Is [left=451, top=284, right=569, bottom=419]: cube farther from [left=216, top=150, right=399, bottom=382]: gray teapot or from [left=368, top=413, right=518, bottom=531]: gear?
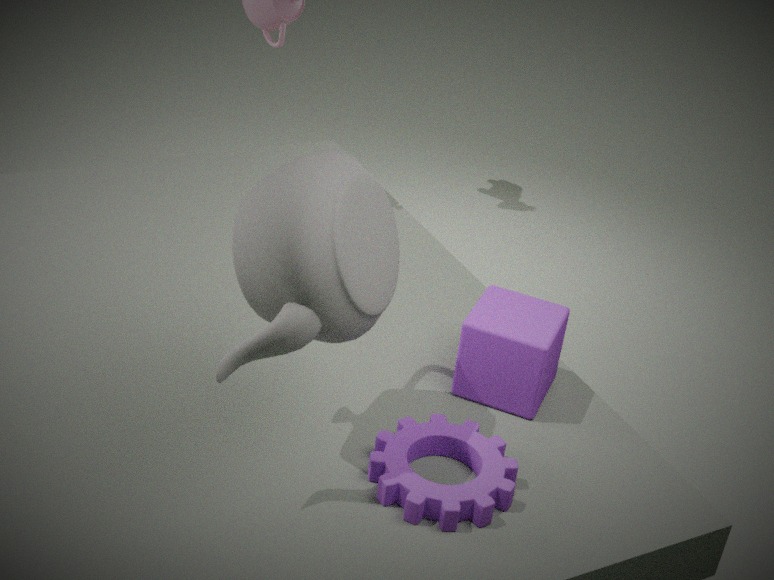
[left=216, top=150, right=399, bottom=382]: gray teapot
